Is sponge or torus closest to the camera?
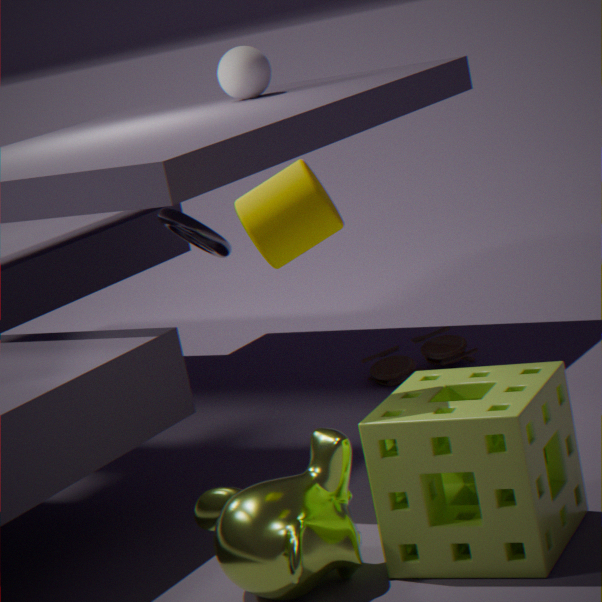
sponge
